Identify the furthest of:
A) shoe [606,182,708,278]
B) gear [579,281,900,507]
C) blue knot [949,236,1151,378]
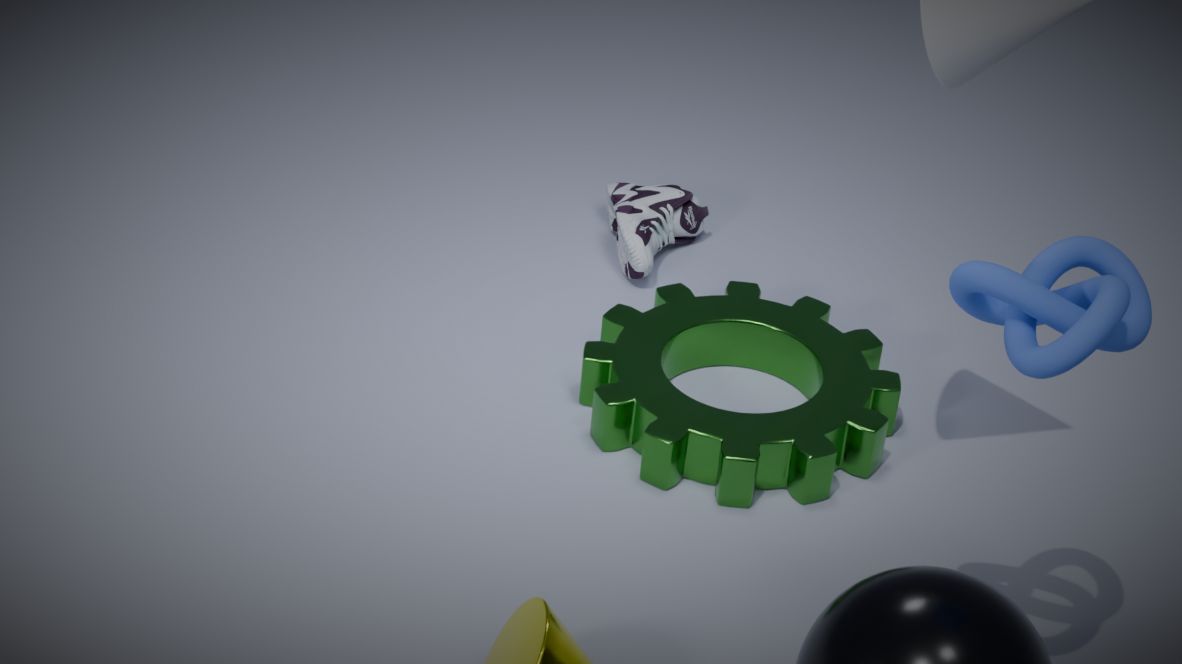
shoe [606,182,708,278]
